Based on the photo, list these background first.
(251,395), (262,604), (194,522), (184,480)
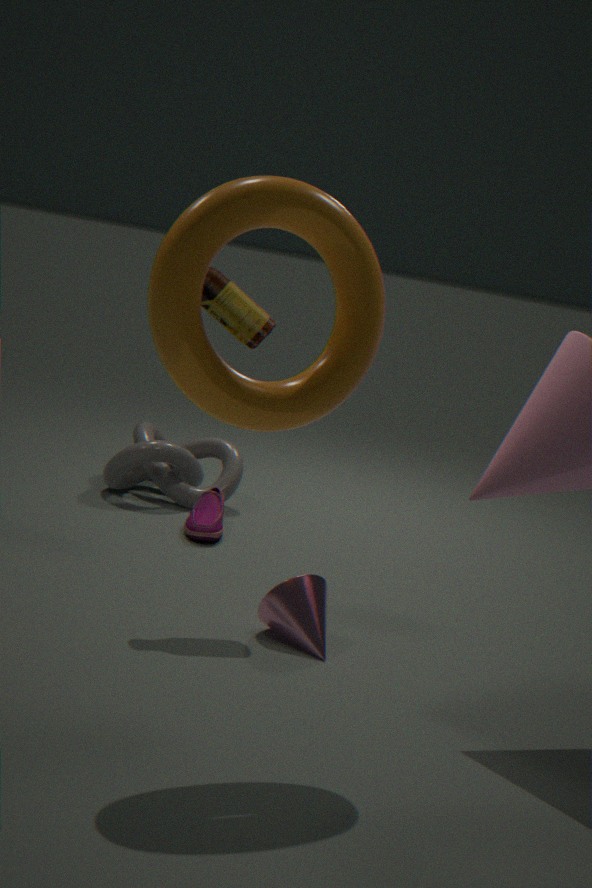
(184,480) < (194,522) < (262,604) < (251,395)
